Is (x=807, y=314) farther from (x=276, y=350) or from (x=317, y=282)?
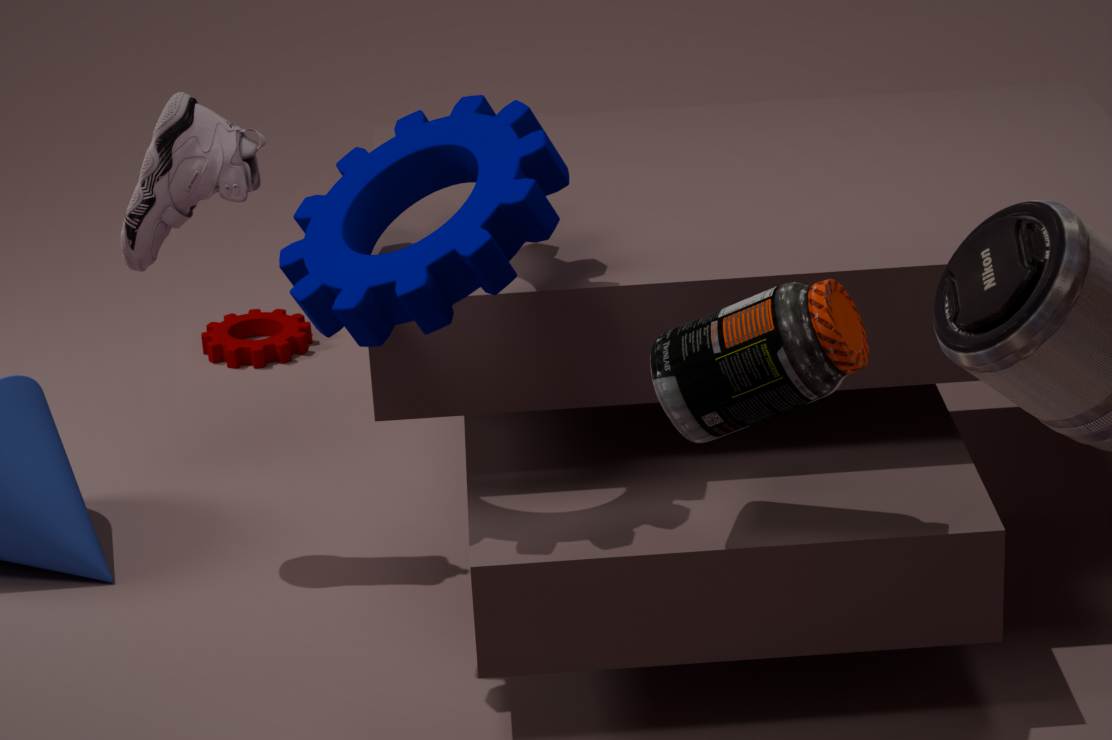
(x=276, y=350)
